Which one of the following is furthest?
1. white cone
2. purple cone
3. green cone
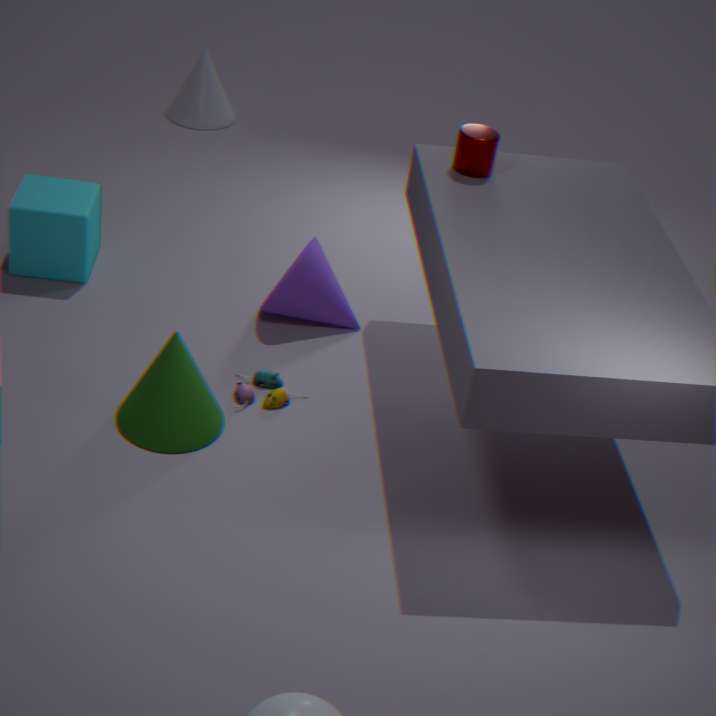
white cone
